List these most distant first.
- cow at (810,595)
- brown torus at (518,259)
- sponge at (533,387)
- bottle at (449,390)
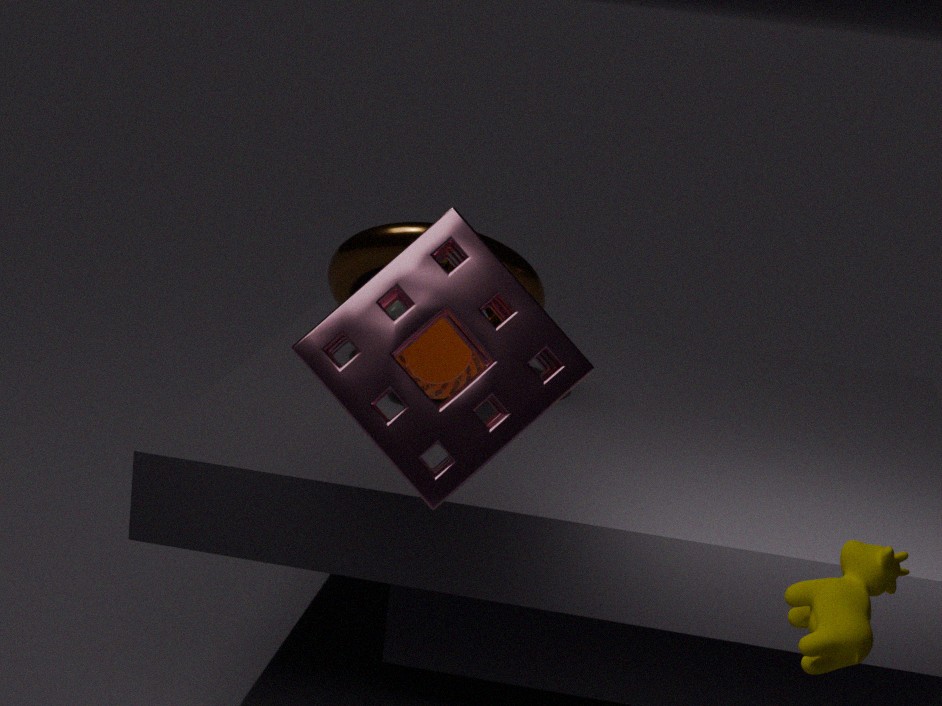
brown torus at (518,259), bottle at (449,390), sponge at (533,387), cow at (810,595)
